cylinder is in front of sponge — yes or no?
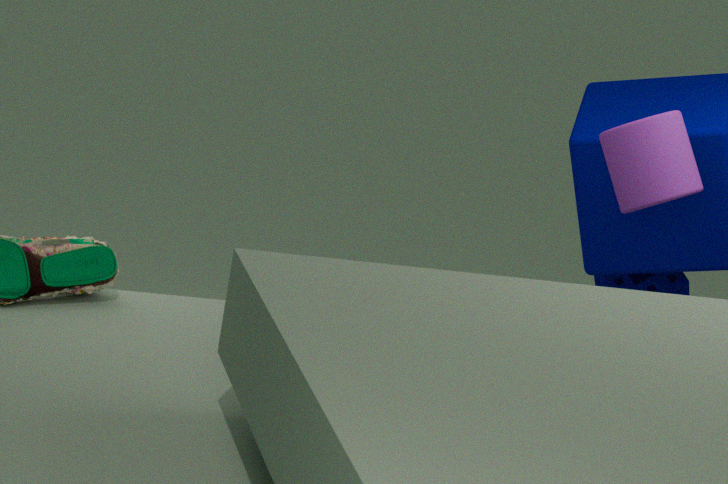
Yes
